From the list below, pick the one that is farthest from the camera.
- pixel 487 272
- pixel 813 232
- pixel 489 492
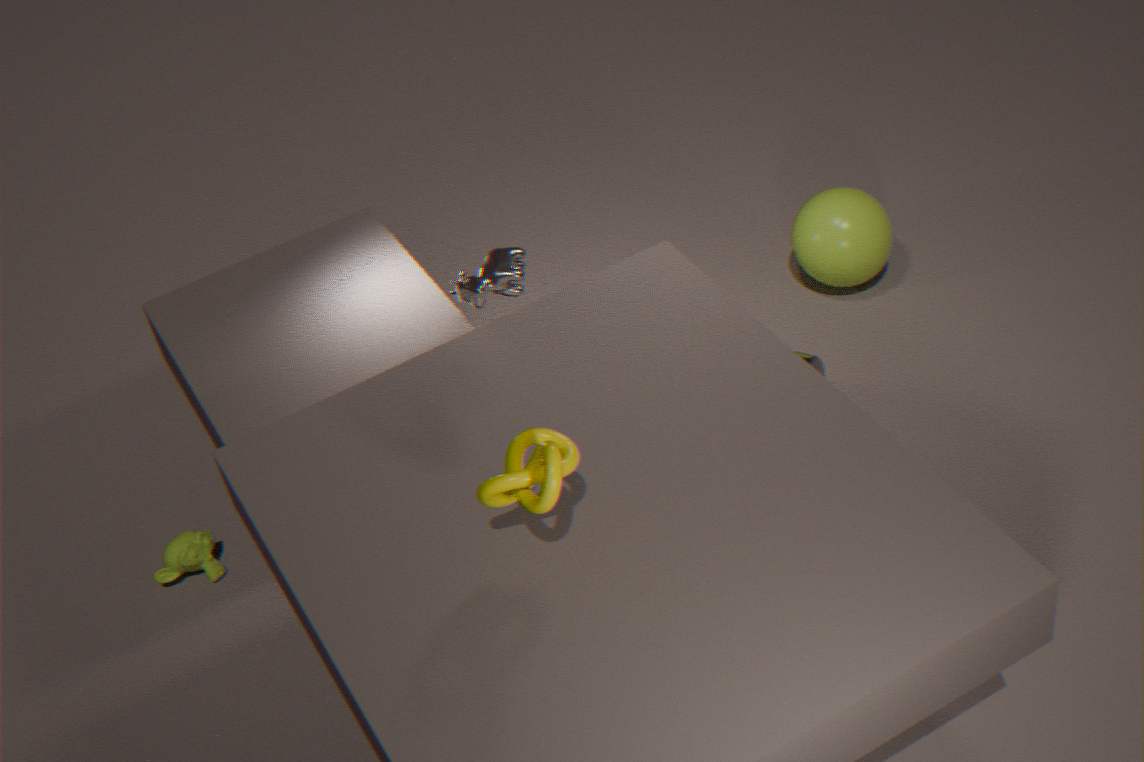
pixel 813 232
